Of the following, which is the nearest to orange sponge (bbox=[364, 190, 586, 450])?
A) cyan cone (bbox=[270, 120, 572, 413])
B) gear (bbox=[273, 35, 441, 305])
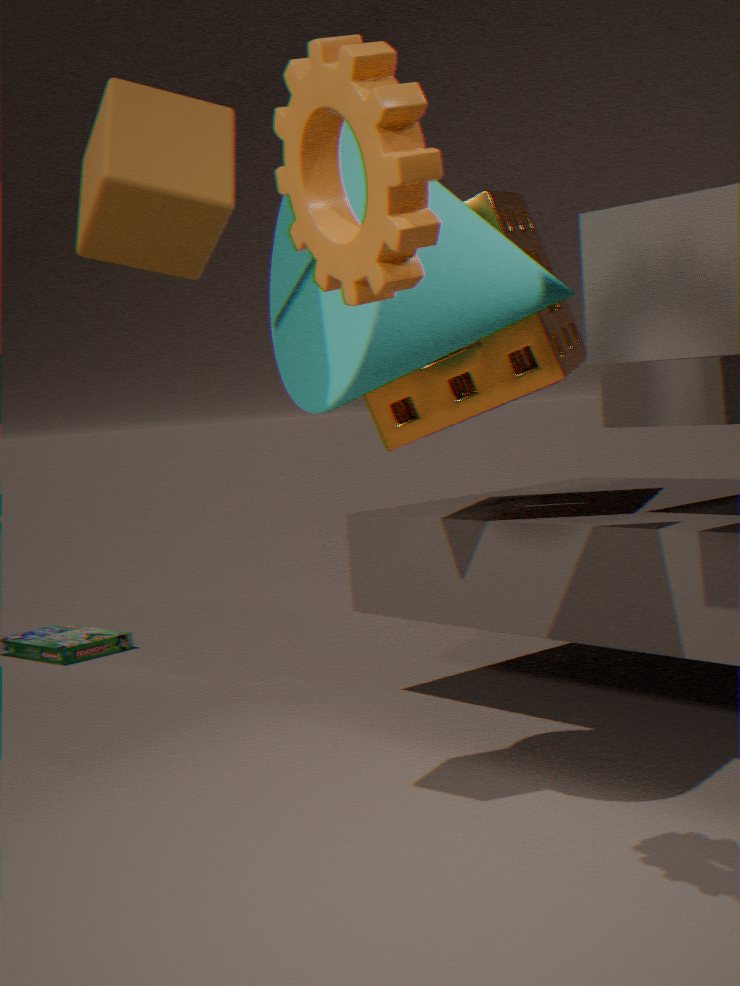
cyan cone (bbox=[270, 120, 572, 413])
